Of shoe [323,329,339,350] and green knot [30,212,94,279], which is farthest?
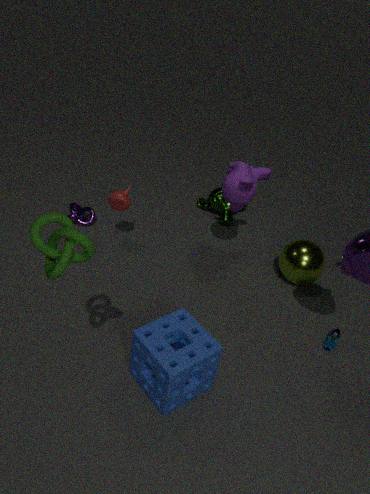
shoe [323,329,339,350]
